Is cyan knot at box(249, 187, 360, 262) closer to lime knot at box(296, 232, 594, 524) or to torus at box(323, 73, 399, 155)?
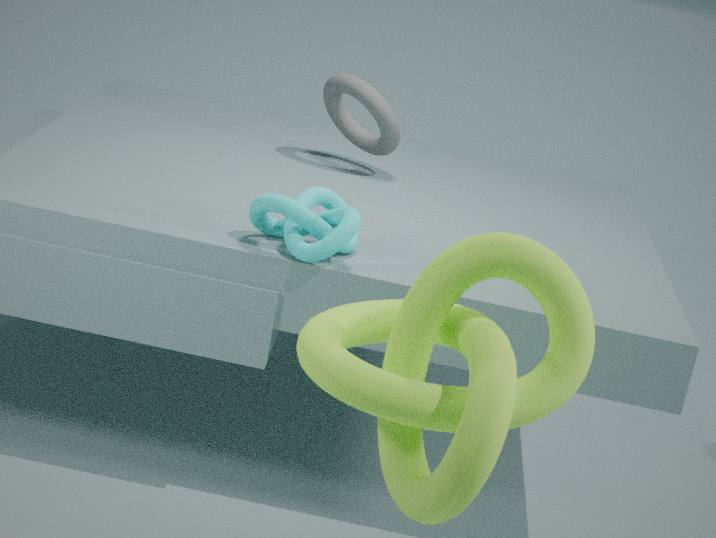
lime knot at box(296, 232, 594, 524)
